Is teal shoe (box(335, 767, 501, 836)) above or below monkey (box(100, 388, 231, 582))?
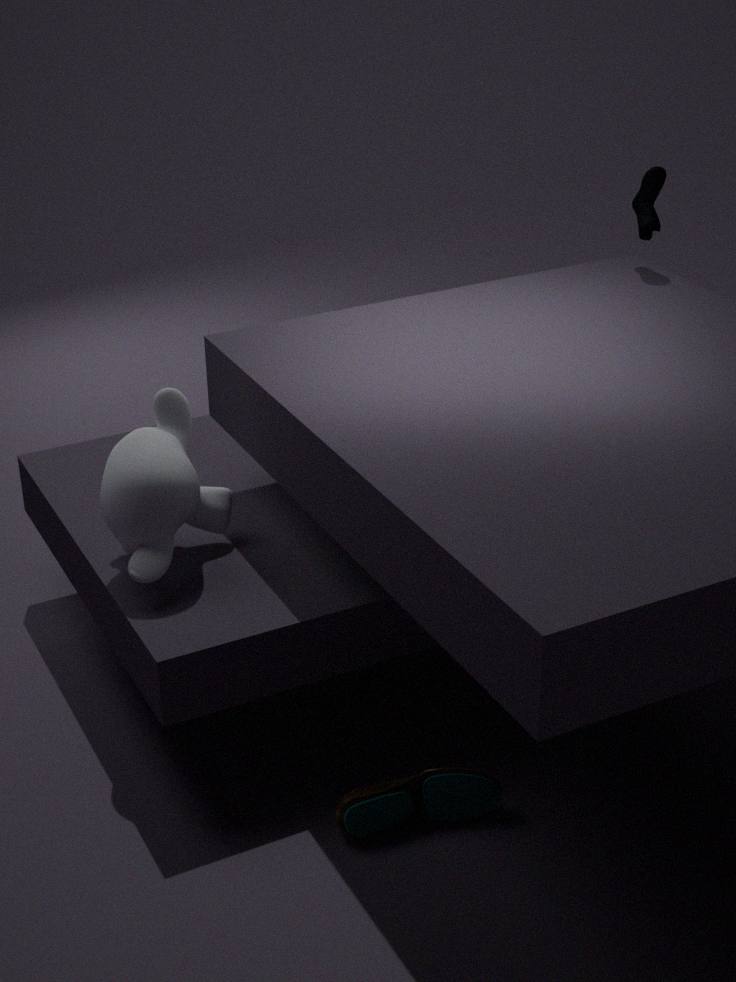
below
